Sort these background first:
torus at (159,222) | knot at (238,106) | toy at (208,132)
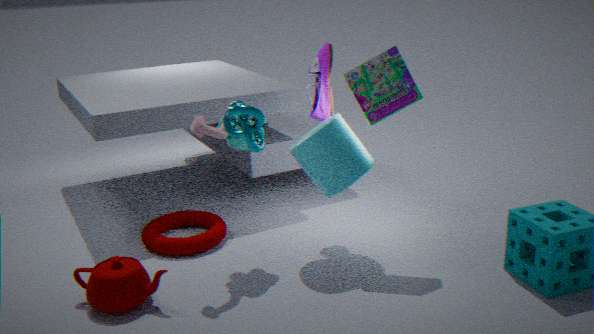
torus at (159,222)
toy at (208,132)
knot at (238,106)
